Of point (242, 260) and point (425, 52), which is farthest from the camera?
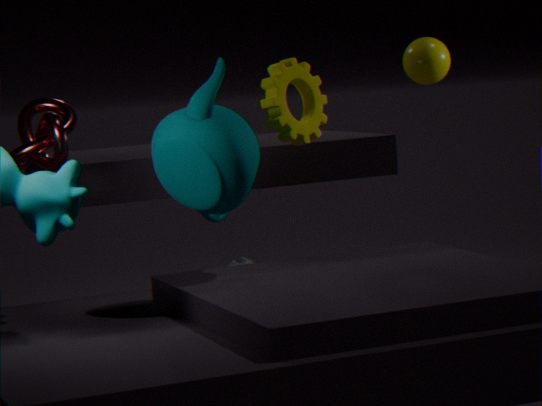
point (242, 260)
